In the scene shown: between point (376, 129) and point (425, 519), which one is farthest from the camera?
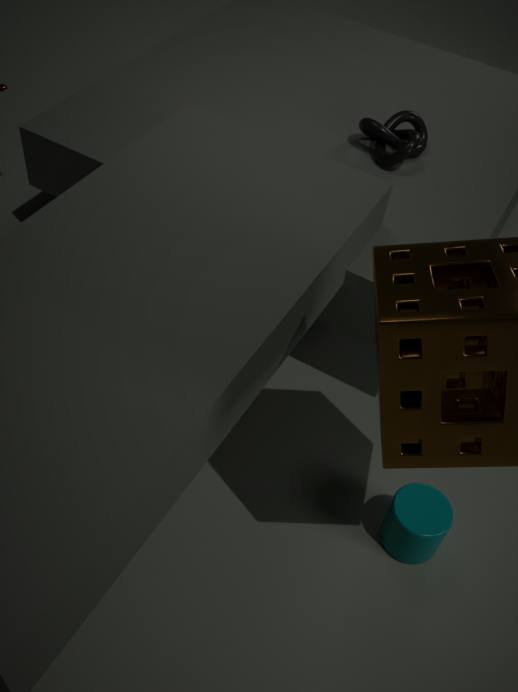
point (376, 129)
